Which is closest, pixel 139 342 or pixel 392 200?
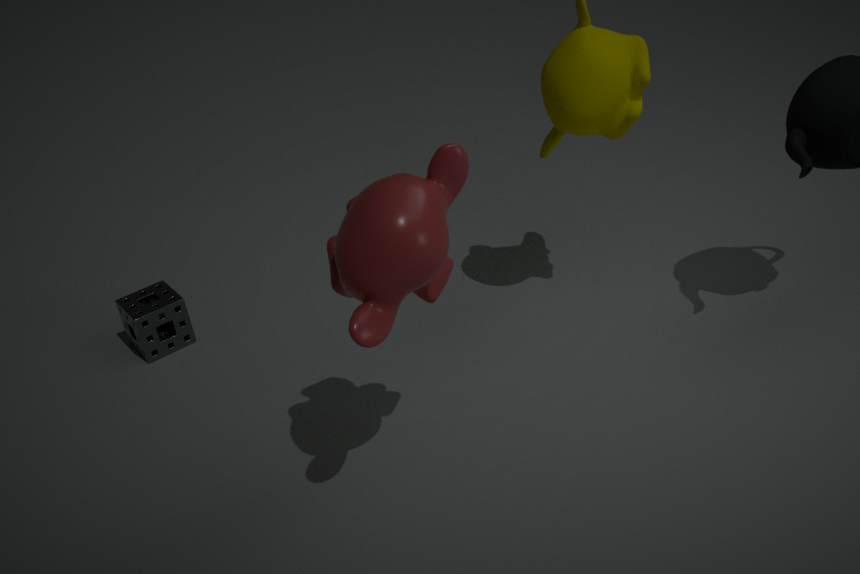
pixel 392 200
